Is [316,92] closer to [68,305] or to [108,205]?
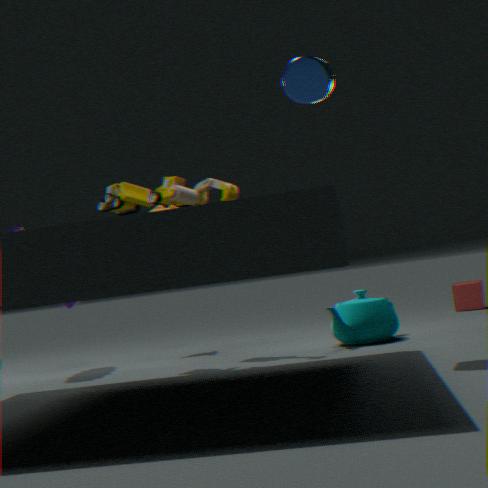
[108,205]
